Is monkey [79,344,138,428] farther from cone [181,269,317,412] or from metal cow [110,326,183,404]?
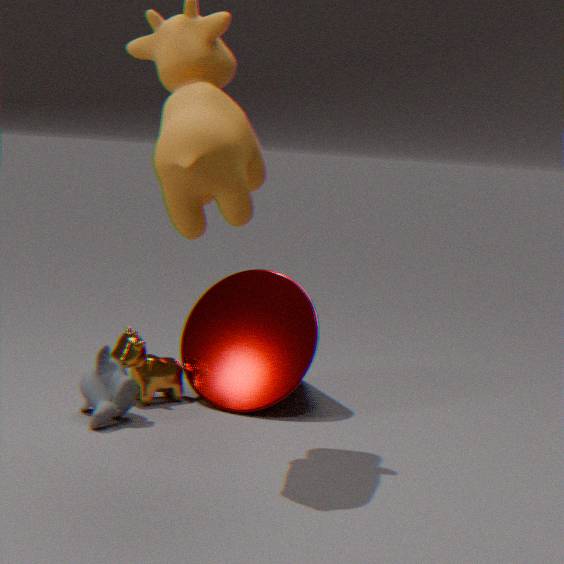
cone [181,269,317,412]
